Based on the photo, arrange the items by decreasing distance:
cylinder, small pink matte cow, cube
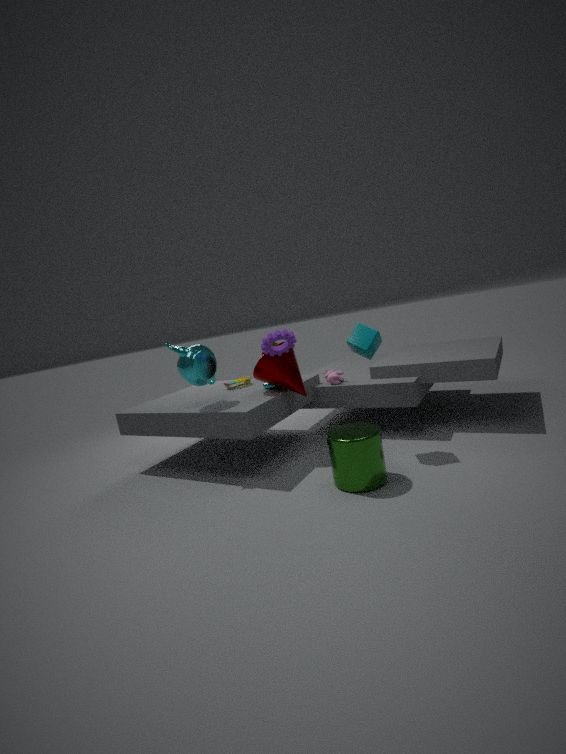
small pink matte cow
cube
cylinder
